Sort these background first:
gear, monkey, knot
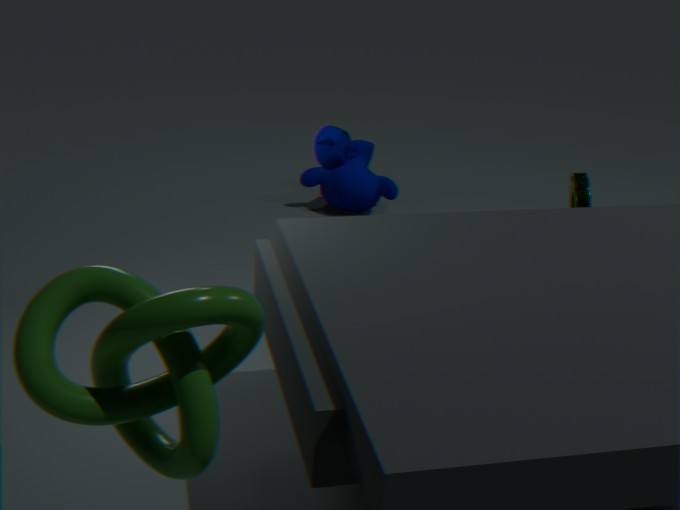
monkey
gear
knot
